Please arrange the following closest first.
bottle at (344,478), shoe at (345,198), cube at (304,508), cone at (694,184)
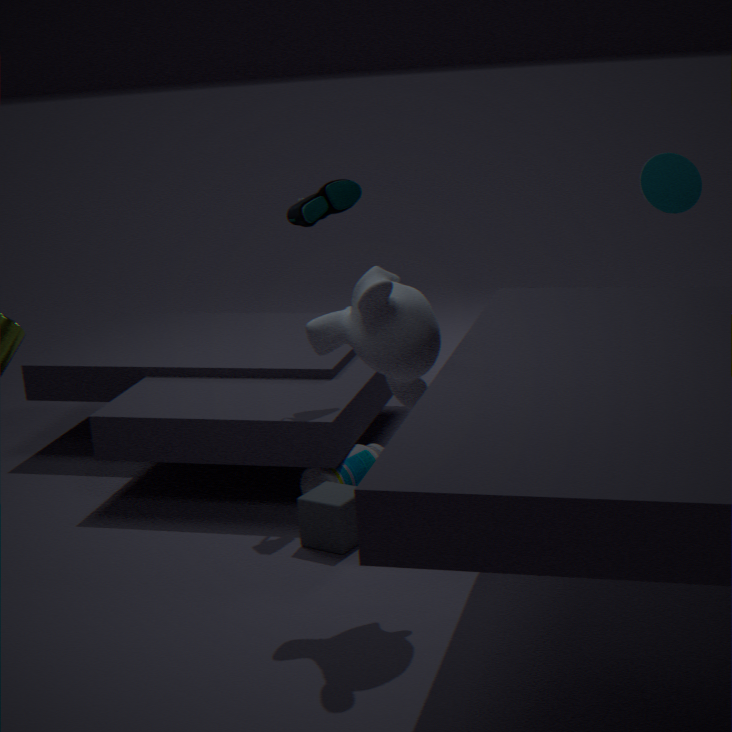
cube at (304,508), cone at (694,184), shoe at (345,198), bottle at (344,478)
